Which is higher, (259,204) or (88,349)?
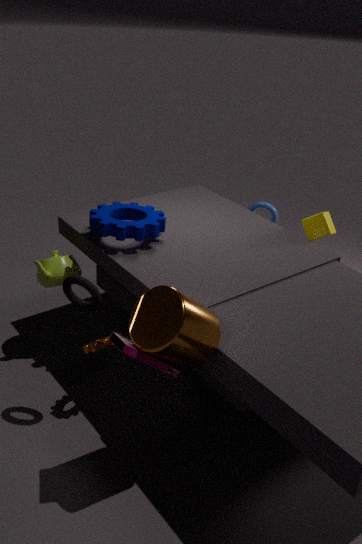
(259,204)
